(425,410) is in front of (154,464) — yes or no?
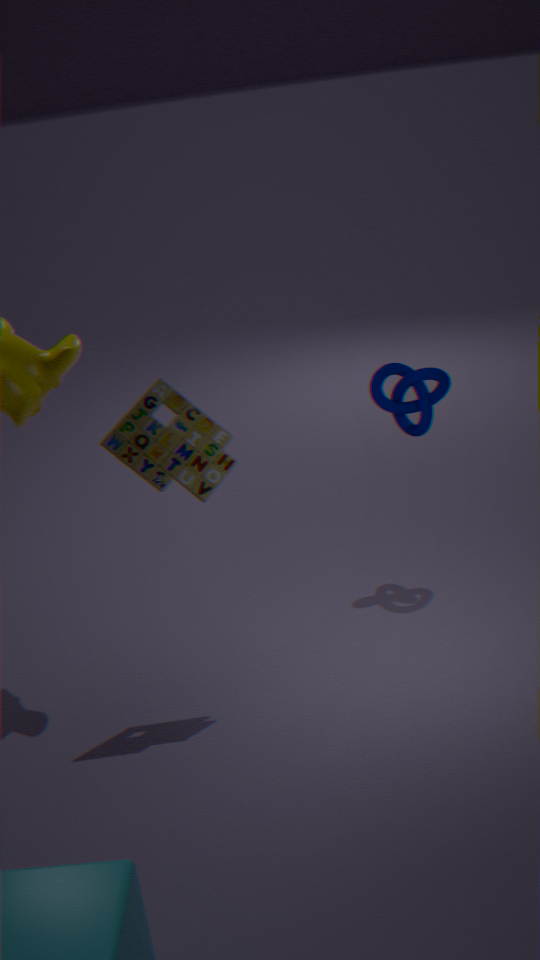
No
